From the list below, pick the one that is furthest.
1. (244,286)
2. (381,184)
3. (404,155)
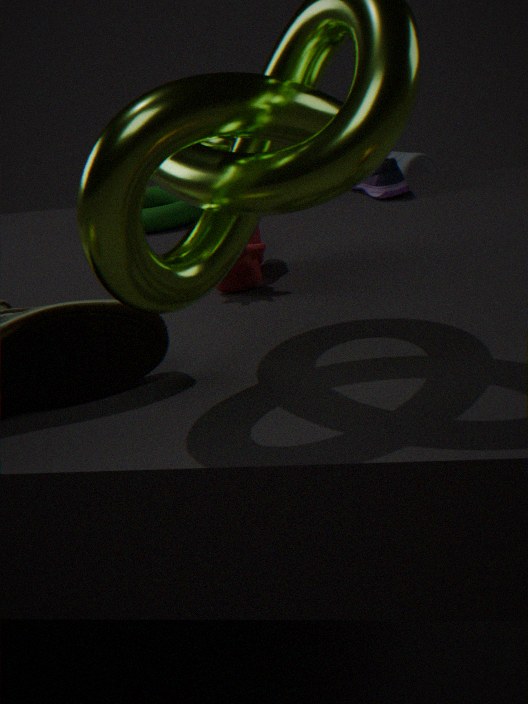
(404,155)
